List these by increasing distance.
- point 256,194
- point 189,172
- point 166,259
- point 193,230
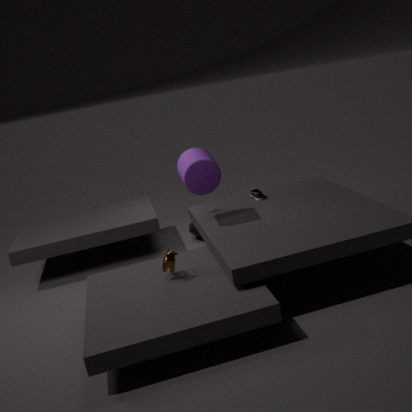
1. point 166,259
2. point 189,172
3. point 256,194
4. point 193,230
